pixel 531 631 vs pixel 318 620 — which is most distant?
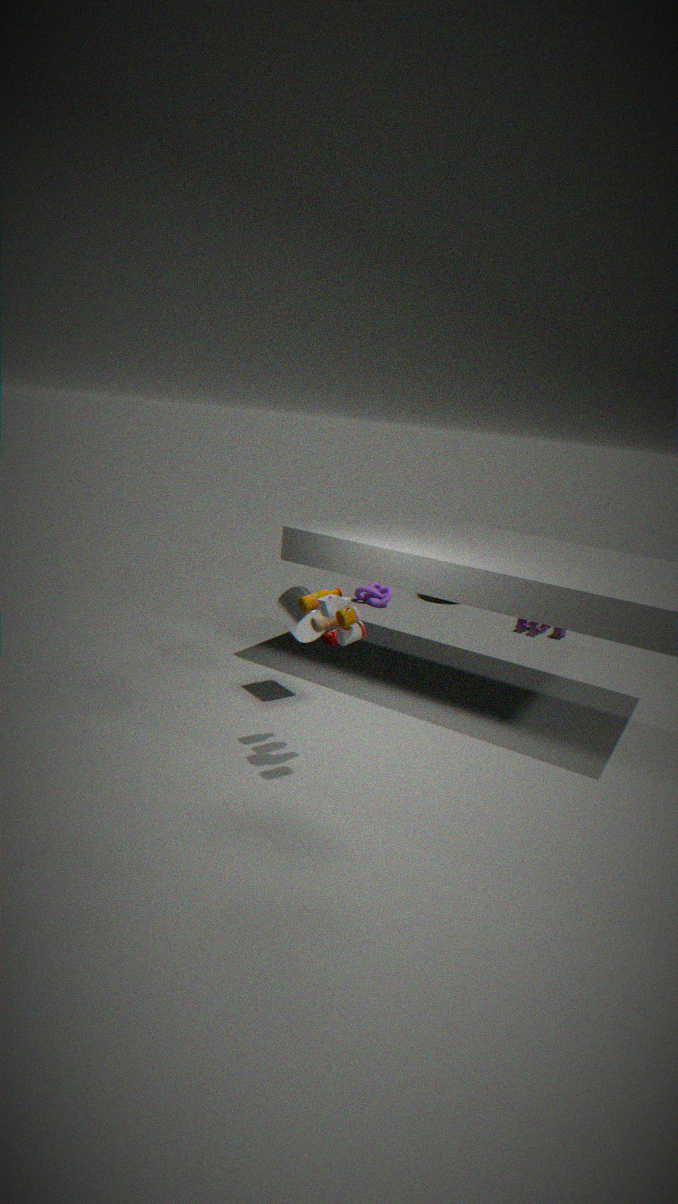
pixel 531 631
